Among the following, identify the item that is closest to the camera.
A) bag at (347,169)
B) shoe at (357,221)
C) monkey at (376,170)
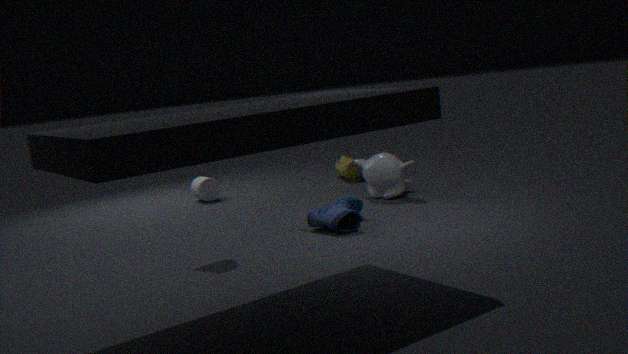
B. shoe at (357,221)
